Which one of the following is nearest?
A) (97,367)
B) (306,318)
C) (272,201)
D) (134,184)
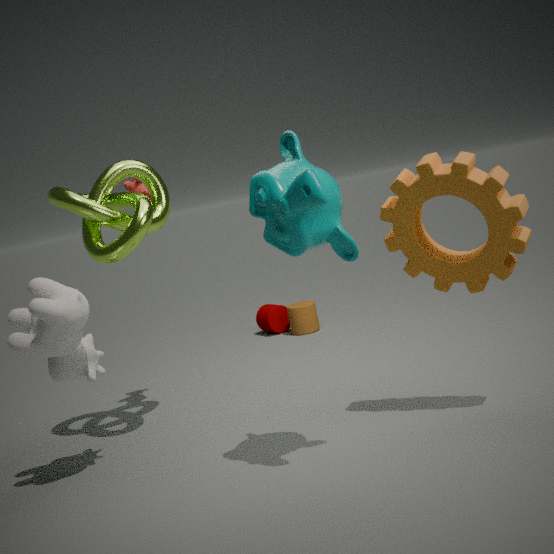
(272,201)
